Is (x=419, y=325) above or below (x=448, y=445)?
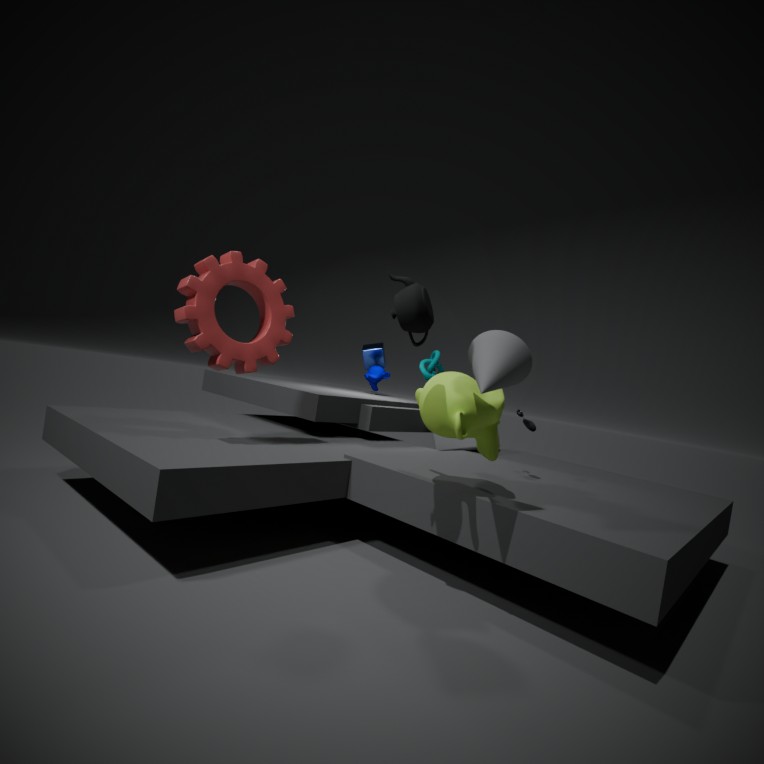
above
